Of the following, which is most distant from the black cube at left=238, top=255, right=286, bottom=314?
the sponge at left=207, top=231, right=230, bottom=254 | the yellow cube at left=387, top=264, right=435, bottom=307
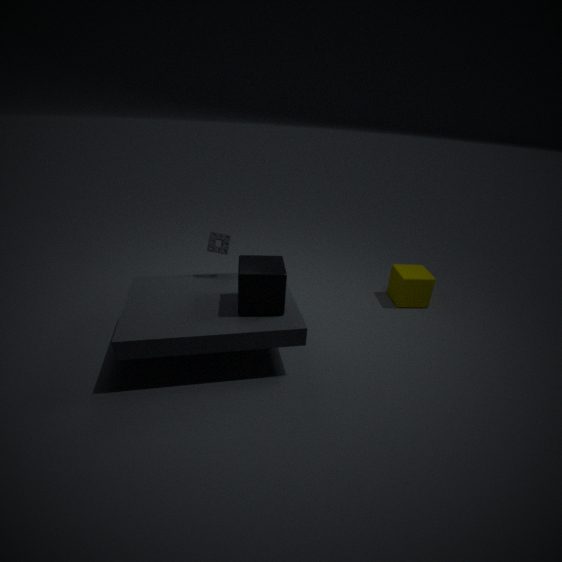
the yellow cube at left=387, top=264, right=435, bottom=307
